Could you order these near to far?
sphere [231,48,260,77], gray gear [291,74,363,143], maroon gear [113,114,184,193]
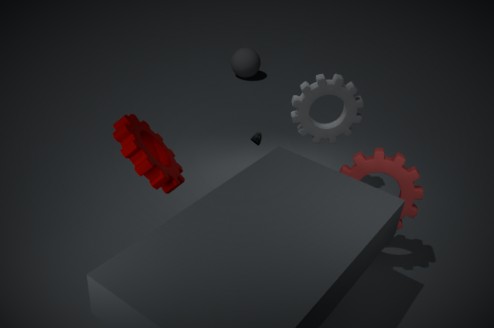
maroon gear [113,114,184,193] → gray gear [291,74,363,143] → sphere [231,48,260,77]
